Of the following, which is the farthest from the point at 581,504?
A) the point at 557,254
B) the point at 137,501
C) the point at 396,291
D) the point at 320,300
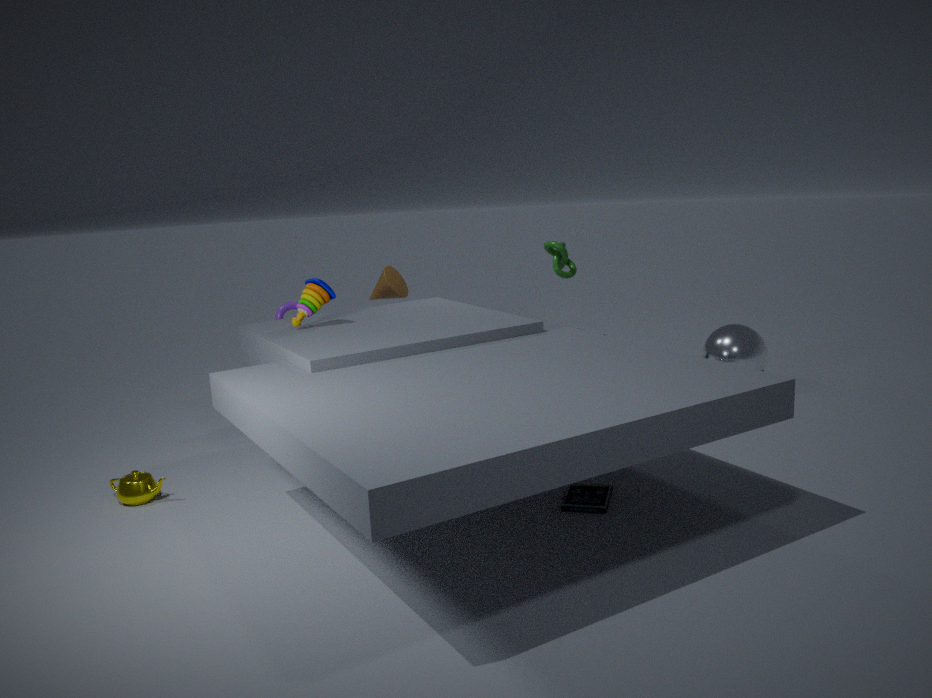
the point at 557,254
